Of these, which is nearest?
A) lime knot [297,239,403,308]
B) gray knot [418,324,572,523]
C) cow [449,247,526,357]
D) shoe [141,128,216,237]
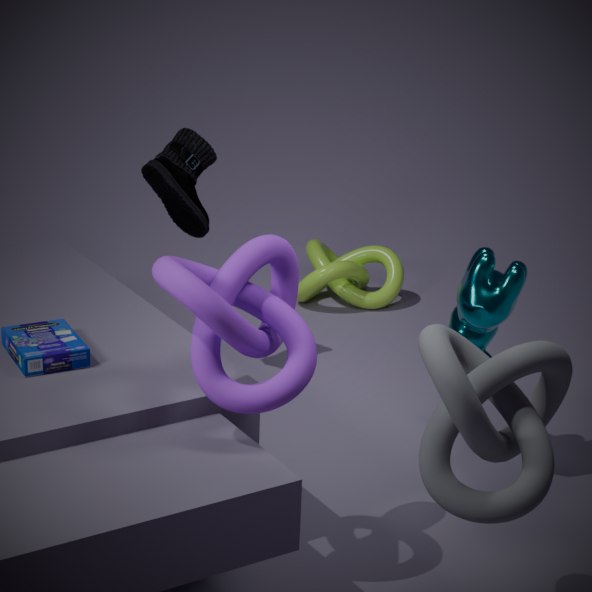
gray knot [418,324,572,523]
